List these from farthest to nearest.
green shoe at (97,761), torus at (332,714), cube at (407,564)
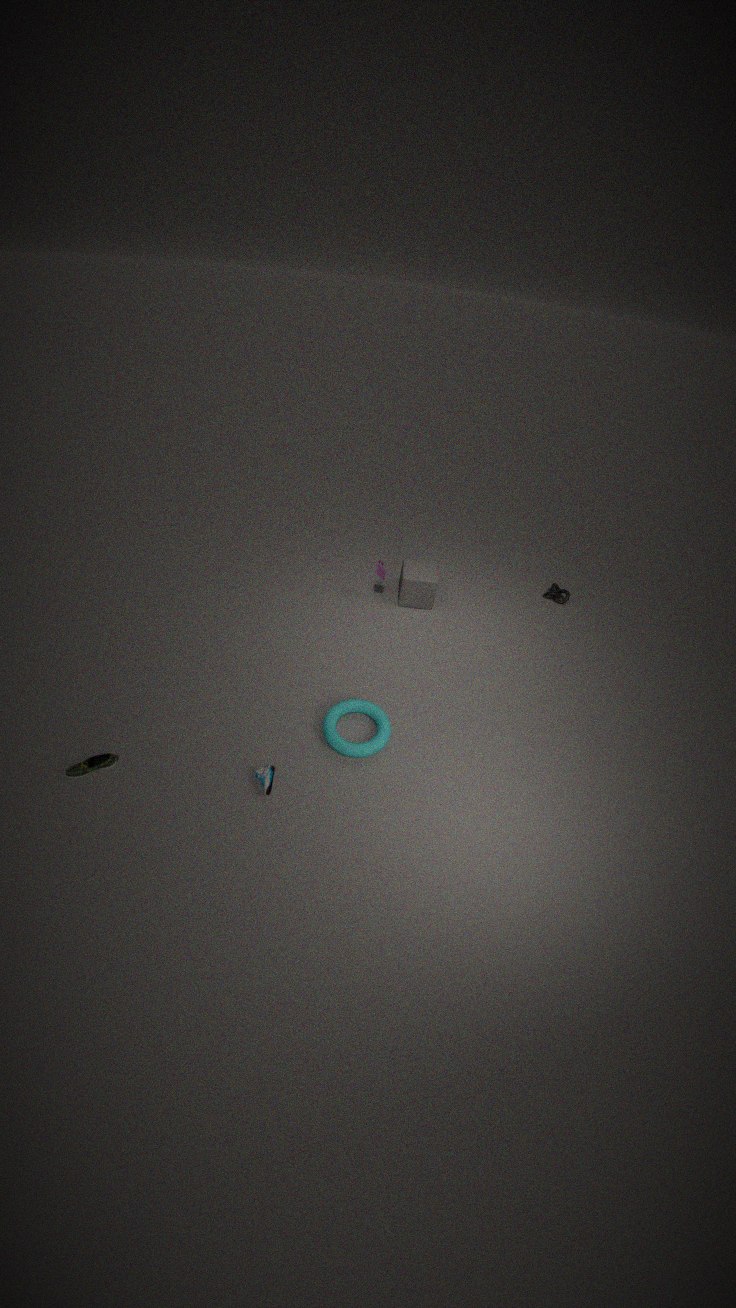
cube at (407,564), torus at (332,714), green shoe at (97,761)
